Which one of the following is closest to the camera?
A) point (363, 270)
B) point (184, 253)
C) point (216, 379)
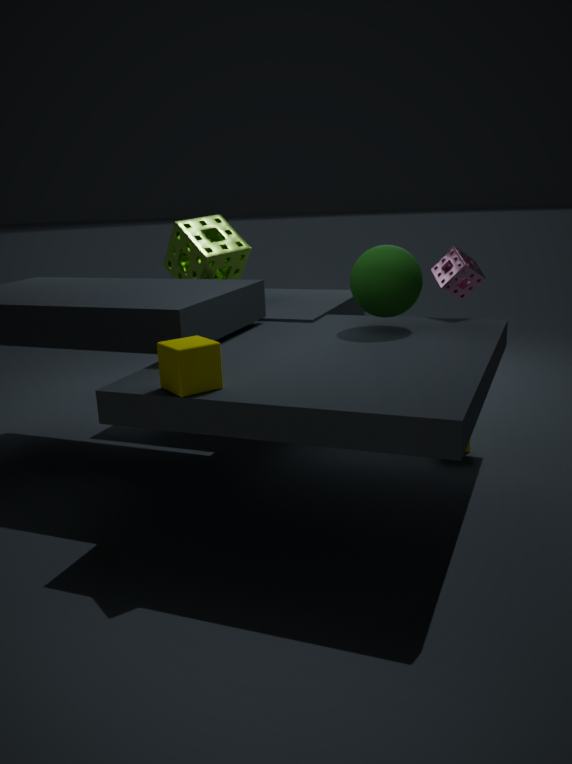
point (216, 379)
